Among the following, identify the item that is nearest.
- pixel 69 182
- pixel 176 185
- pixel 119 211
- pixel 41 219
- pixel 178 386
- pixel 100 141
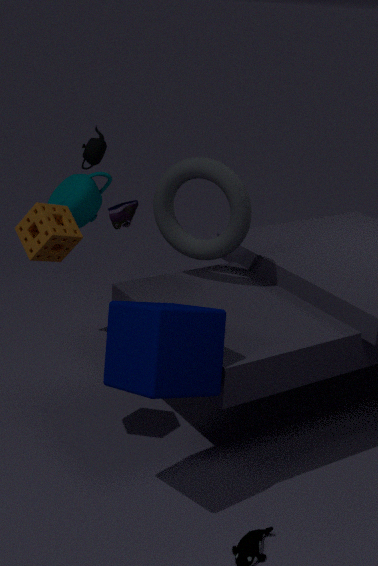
pixel 178 386
